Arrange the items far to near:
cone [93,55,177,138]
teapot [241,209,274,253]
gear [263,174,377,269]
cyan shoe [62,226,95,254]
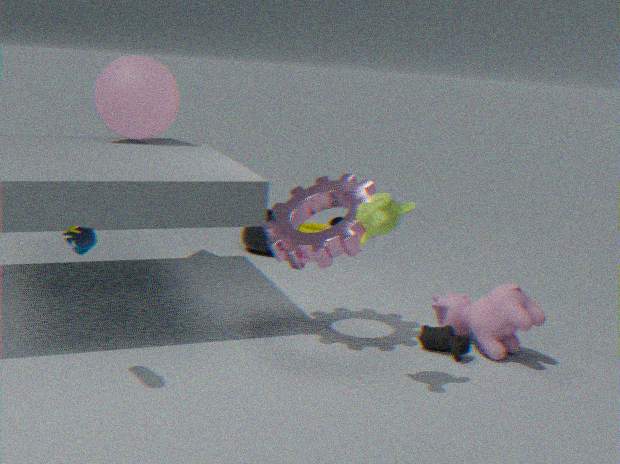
teapot [241,209,274,253], cone [93,55,177,138], gear [263,174,377,269], cyan shoe [62,226,95,254]
